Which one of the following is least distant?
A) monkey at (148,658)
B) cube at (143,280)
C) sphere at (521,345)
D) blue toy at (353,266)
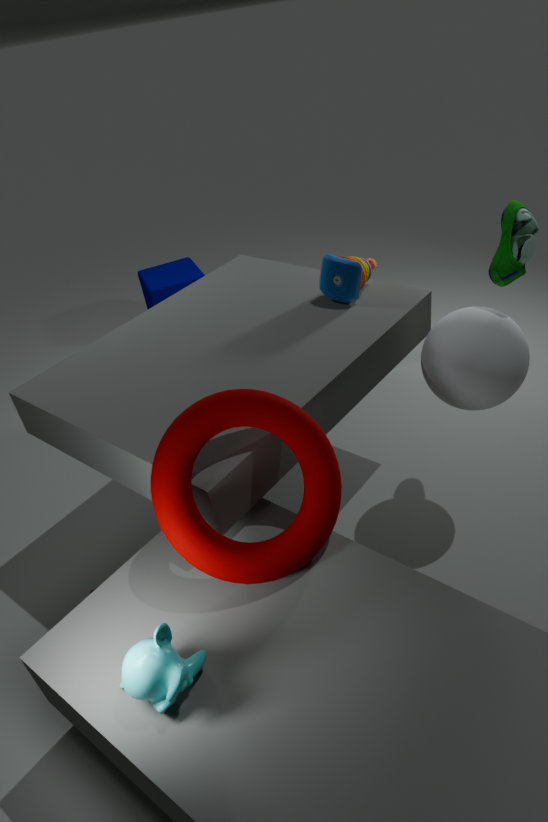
monkey at (148,658)
